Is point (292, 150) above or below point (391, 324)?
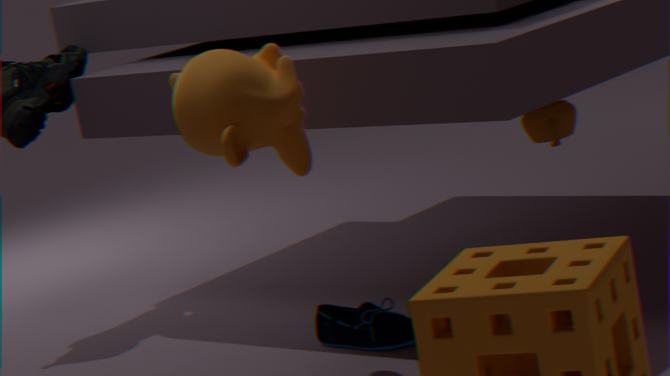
above
